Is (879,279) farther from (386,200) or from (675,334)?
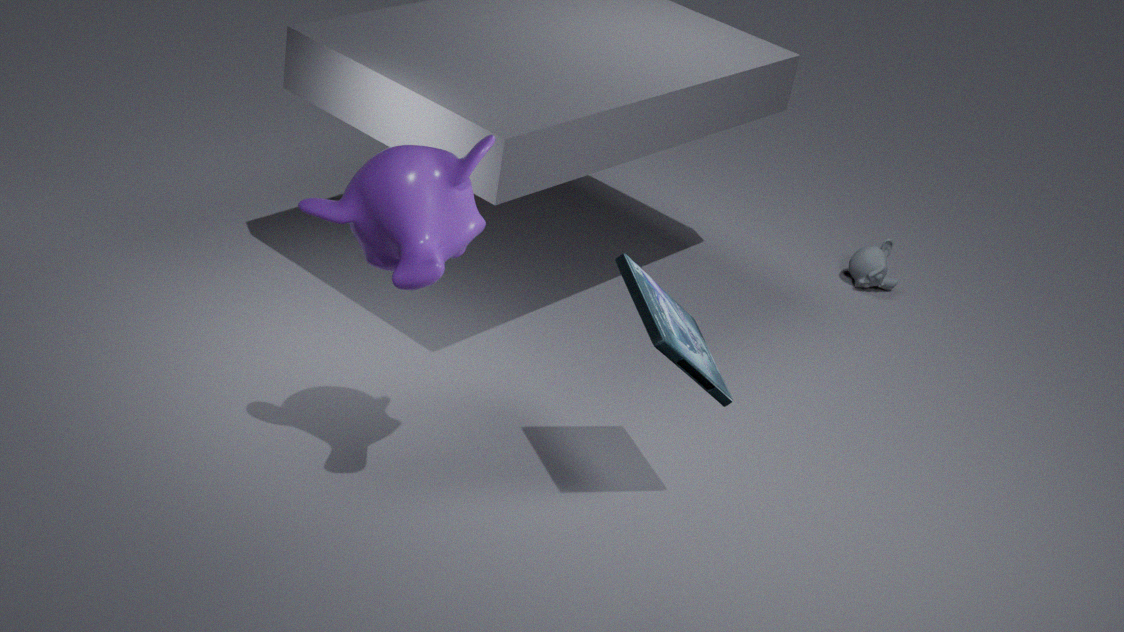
(386,200)
